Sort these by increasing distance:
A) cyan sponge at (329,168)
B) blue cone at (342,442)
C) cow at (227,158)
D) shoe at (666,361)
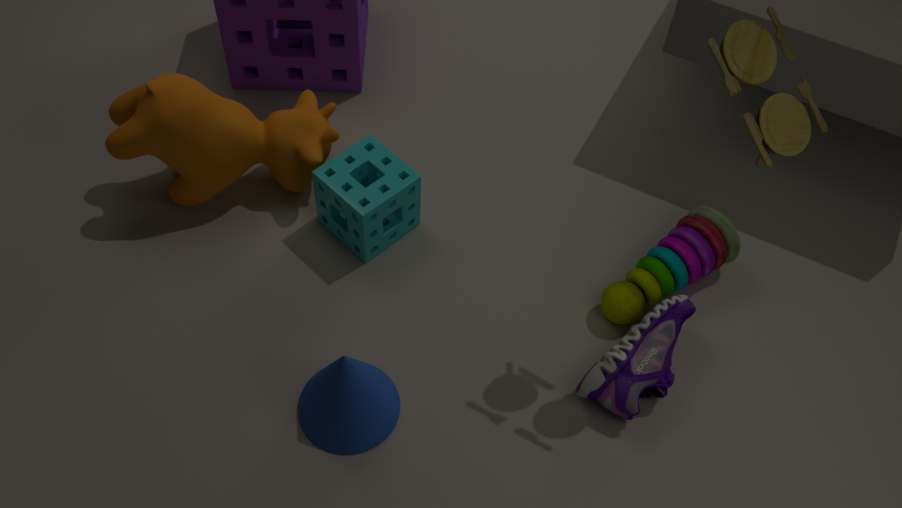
1. blue cone at (342,442)
2. shoe at (666,361)
3. cow at (227,158)
4. cyan sponge at (329,168)
